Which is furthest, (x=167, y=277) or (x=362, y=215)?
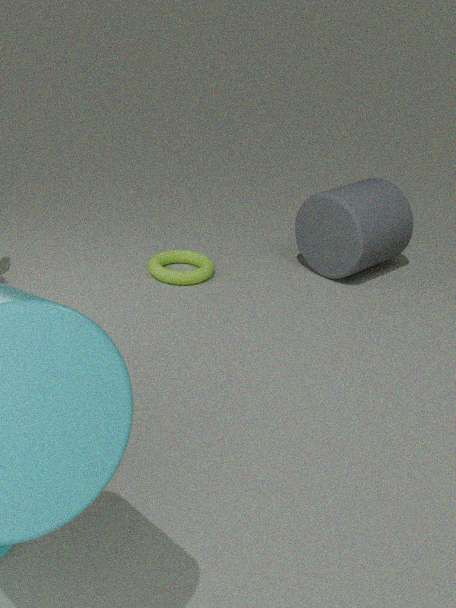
(x=167, y=277)
